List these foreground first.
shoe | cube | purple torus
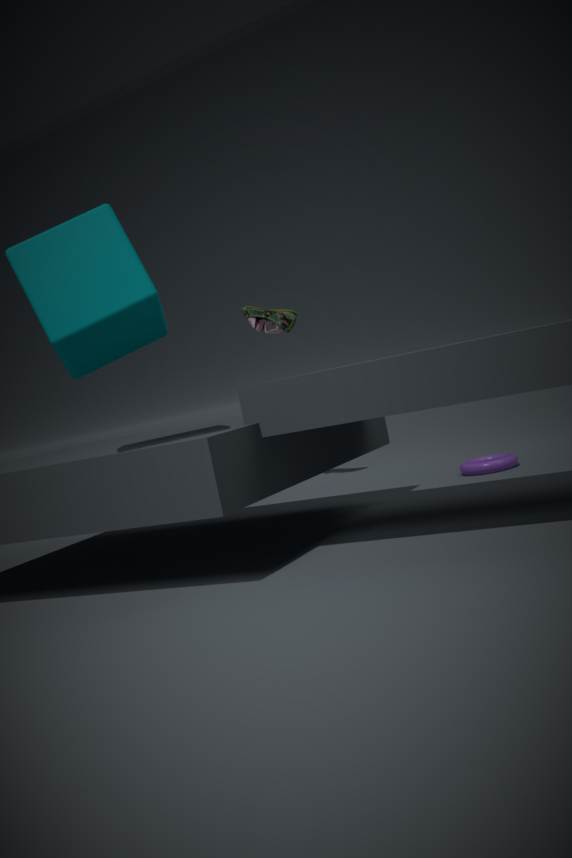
cube < purple torus < shoe
